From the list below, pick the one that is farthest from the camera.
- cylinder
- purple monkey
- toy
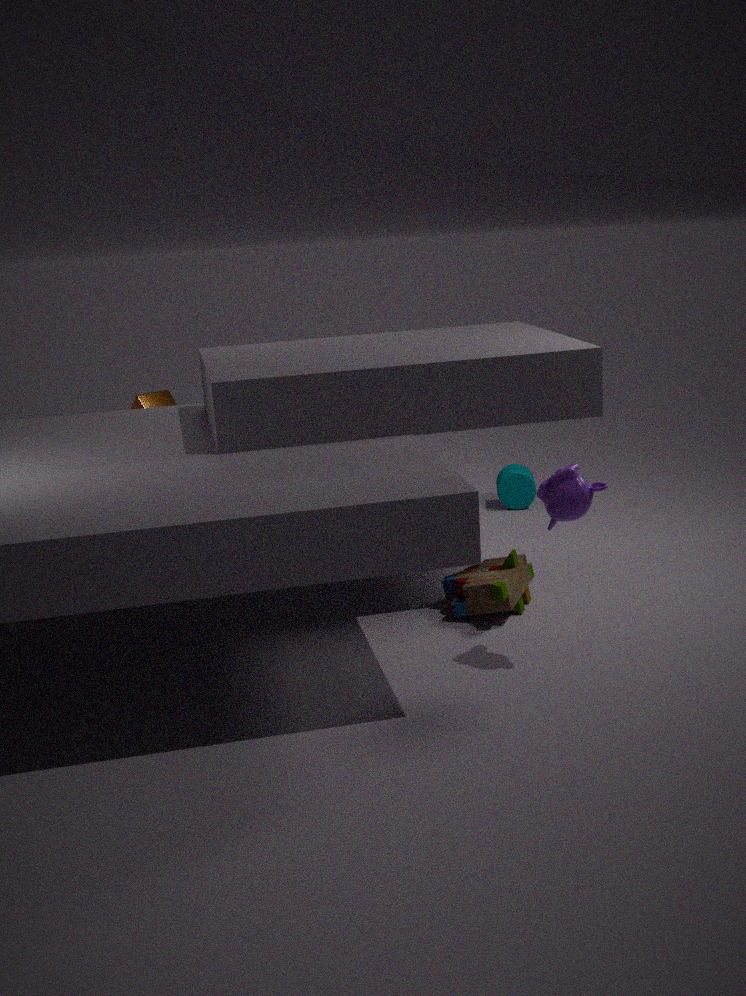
cylinder
